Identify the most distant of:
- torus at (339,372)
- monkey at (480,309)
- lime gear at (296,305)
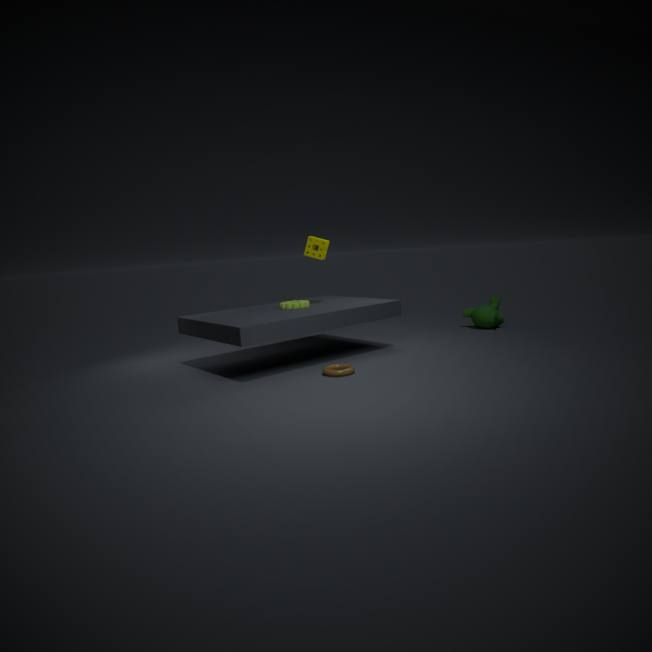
monkey at (480,309)
